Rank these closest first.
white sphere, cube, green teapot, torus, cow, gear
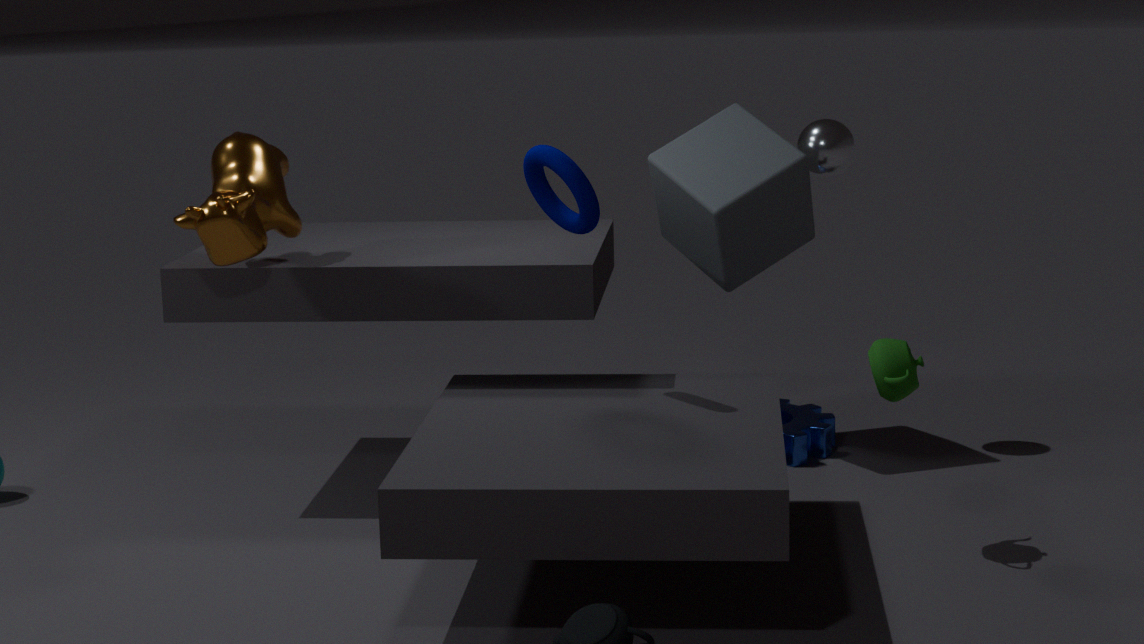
green teapot, torus, cow, cube, white sphere, gear
